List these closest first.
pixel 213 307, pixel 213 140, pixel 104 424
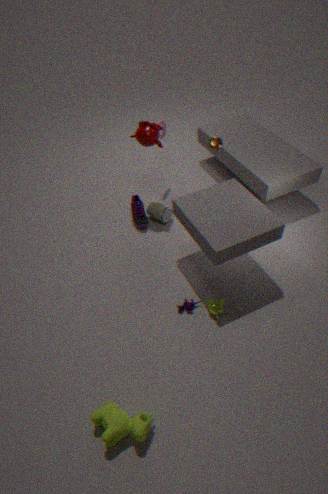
pixel 104 424
pixel 213 307
pixel 213 140
